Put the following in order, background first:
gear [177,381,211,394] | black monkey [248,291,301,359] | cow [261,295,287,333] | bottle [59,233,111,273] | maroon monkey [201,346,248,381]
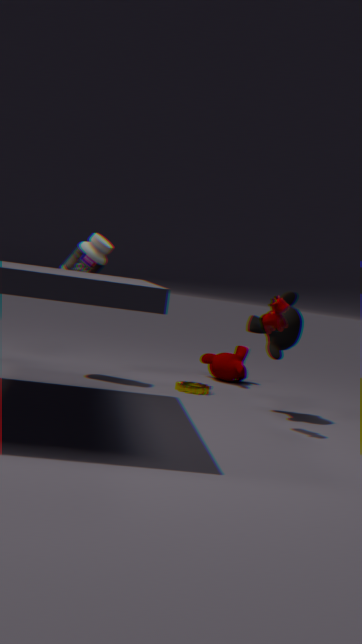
1. maroon monkey [201,346,248,381]
2. bottle [59,233,111,273]
3. gear [177,381,211,394]
4. black monkey [248,291,301,359]
5. cow [261,295,287,333]
